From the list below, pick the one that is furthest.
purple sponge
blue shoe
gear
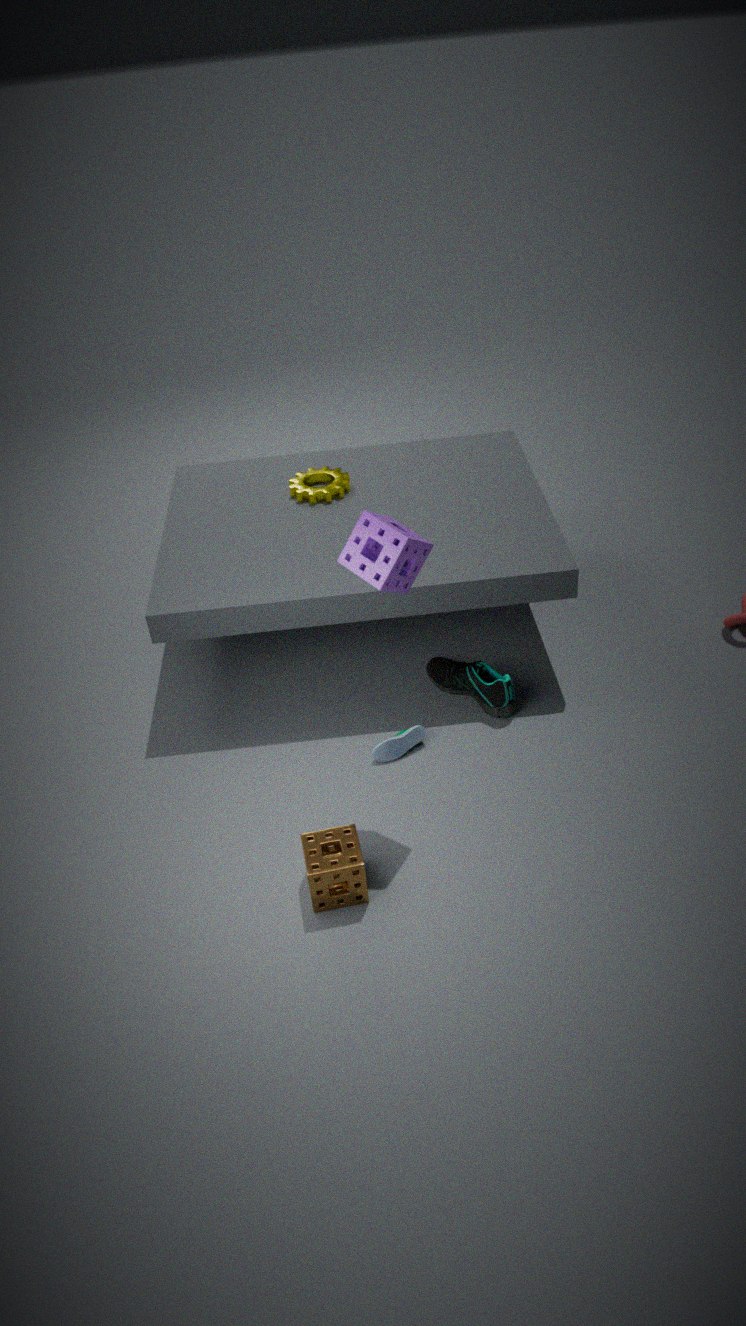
gear
